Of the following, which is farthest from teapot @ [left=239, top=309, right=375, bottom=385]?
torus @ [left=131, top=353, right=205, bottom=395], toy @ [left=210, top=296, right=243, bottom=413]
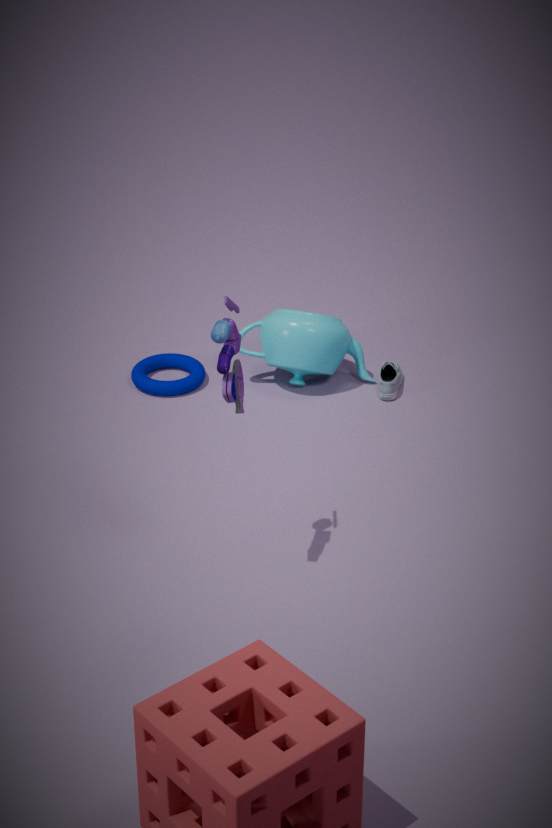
toy @ [left=210, top=296, right=243, bottom=413]
